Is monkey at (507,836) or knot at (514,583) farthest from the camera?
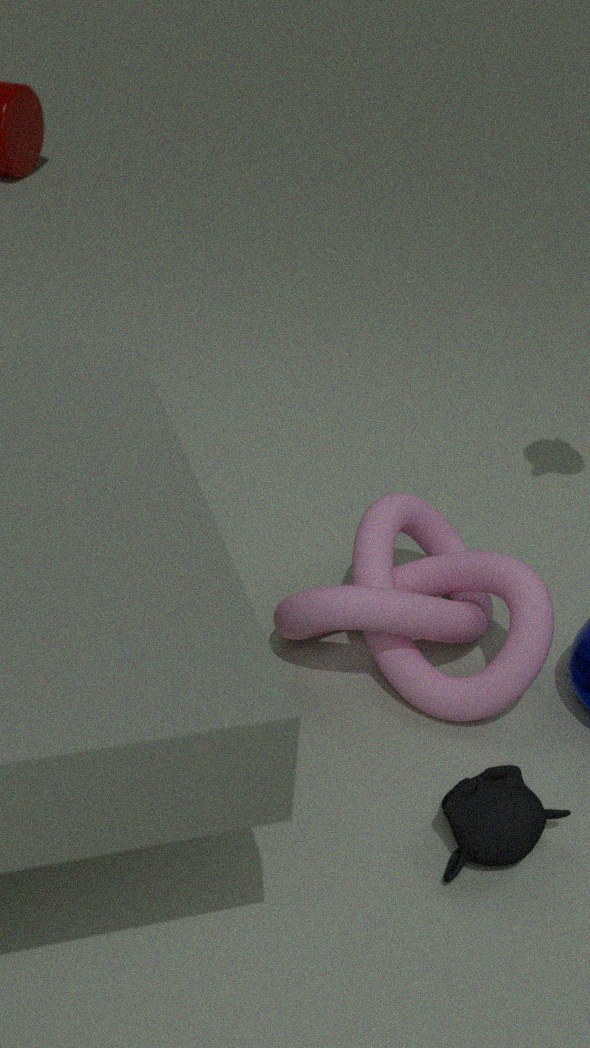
knot at (514,583)
